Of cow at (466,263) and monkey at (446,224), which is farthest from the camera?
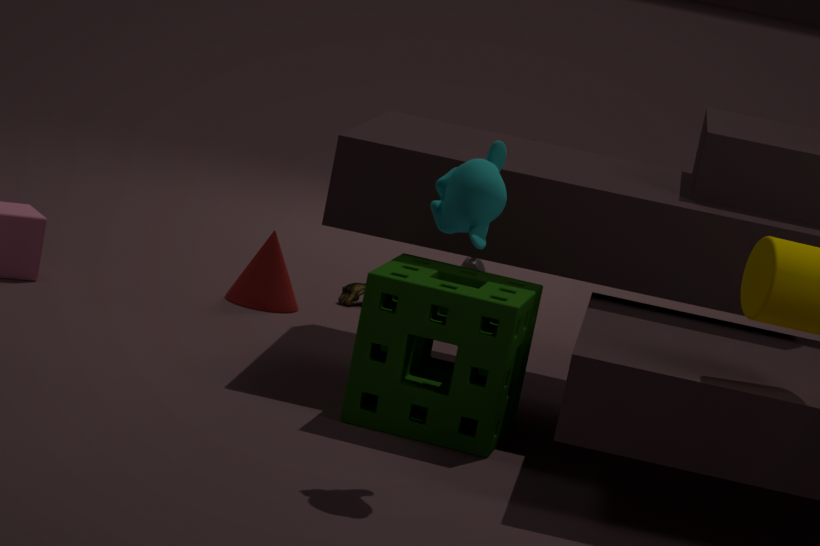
cow at (466,263)
